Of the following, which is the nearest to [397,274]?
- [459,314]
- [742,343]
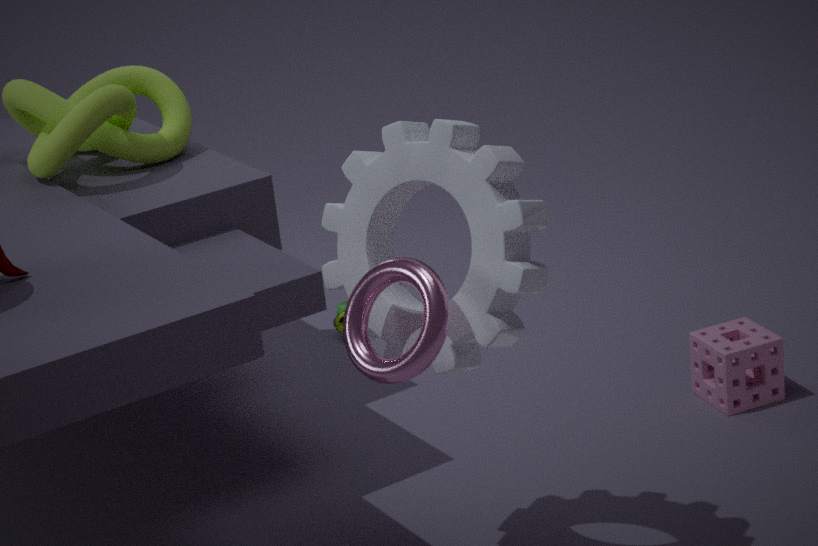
[459,314]
